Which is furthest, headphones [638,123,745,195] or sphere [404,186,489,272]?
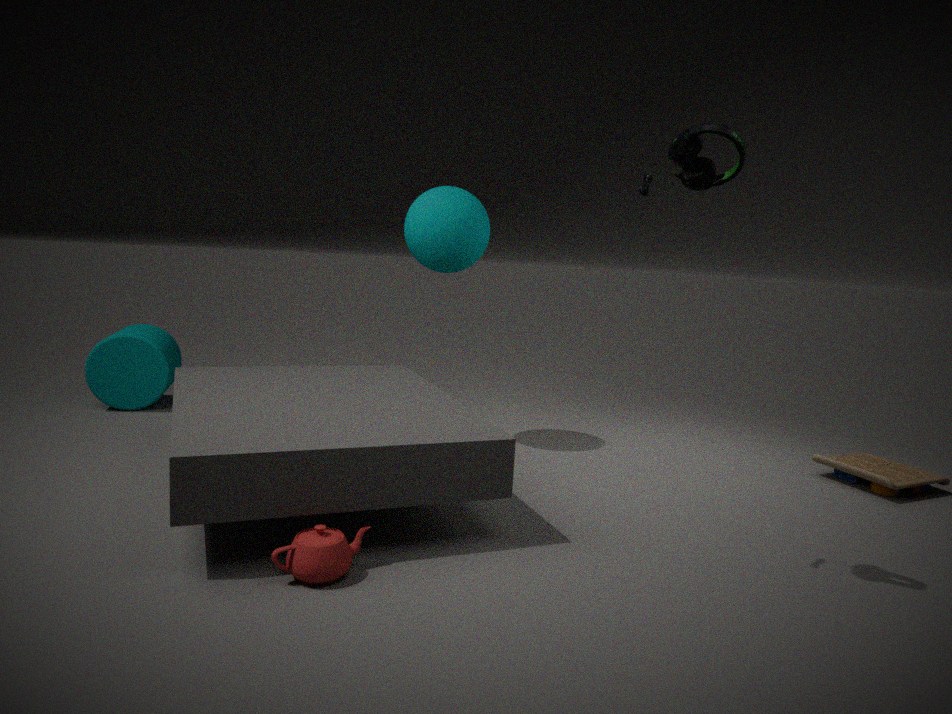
sphere [404,186,489,272]
